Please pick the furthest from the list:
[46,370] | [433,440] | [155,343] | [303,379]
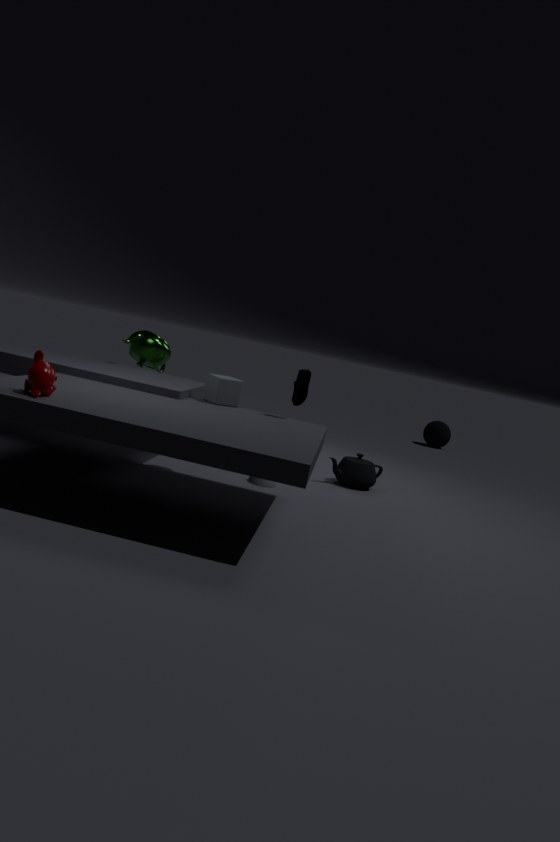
[433,440]
